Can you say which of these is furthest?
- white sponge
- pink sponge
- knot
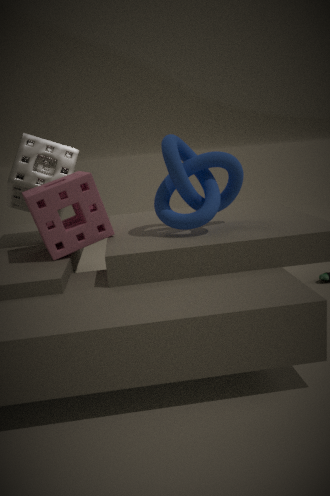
white sponge
